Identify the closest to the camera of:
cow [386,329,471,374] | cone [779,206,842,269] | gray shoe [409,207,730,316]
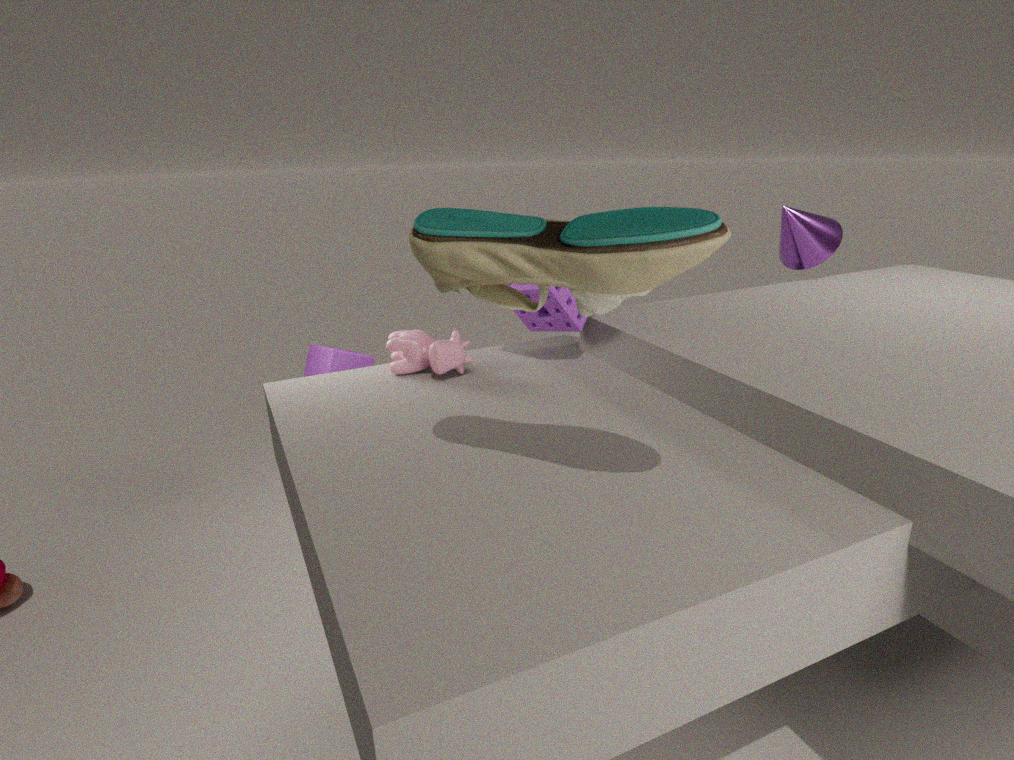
gray shoe [409,207,730,316]
